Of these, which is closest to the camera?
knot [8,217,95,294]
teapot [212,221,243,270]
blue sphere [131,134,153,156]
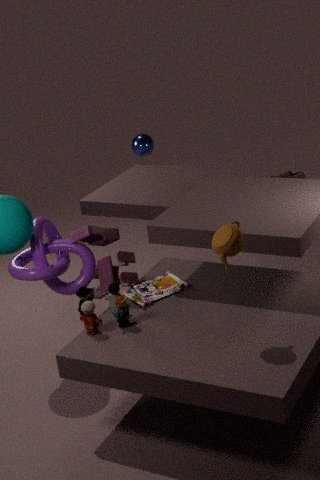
teapot [212,221,243,270]
